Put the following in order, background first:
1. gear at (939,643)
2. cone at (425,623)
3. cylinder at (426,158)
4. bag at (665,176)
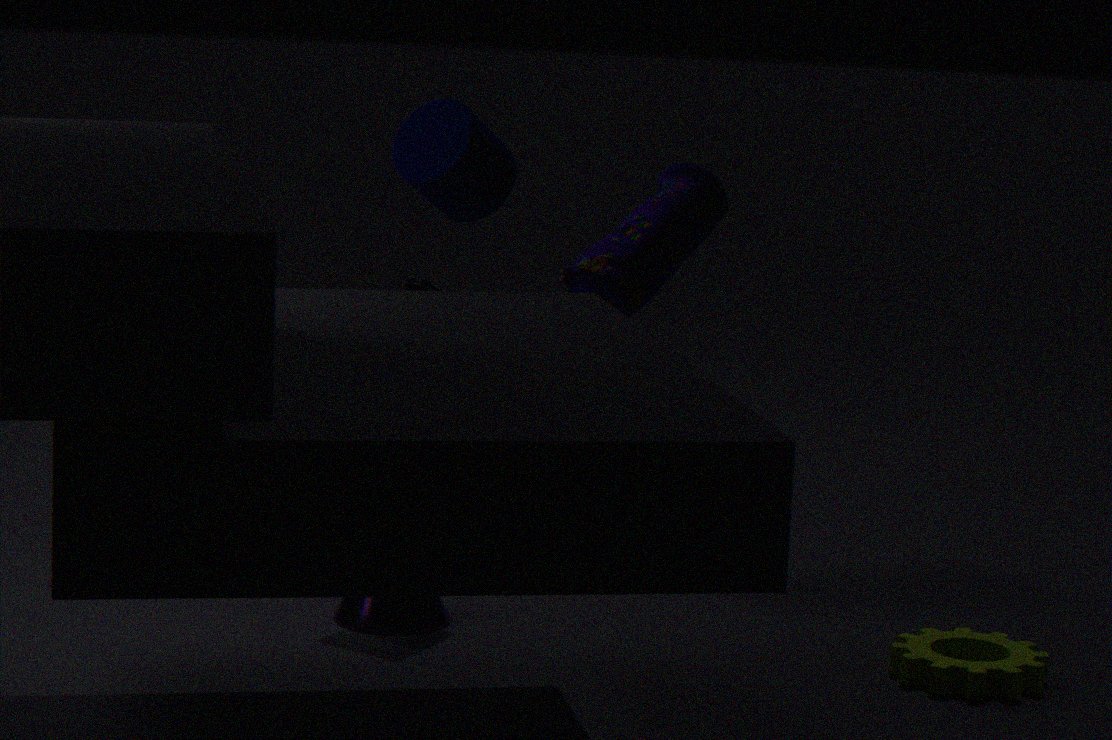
bag at (665,176)
cylinder at (426,158)
cone at (425,623)
gear at (939,643)
